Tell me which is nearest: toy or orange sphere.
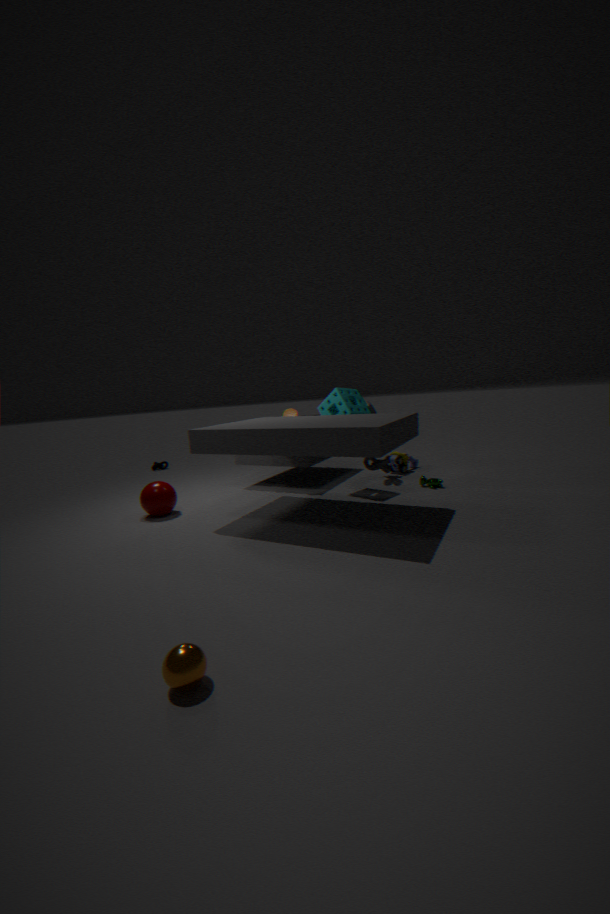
orange sphere
